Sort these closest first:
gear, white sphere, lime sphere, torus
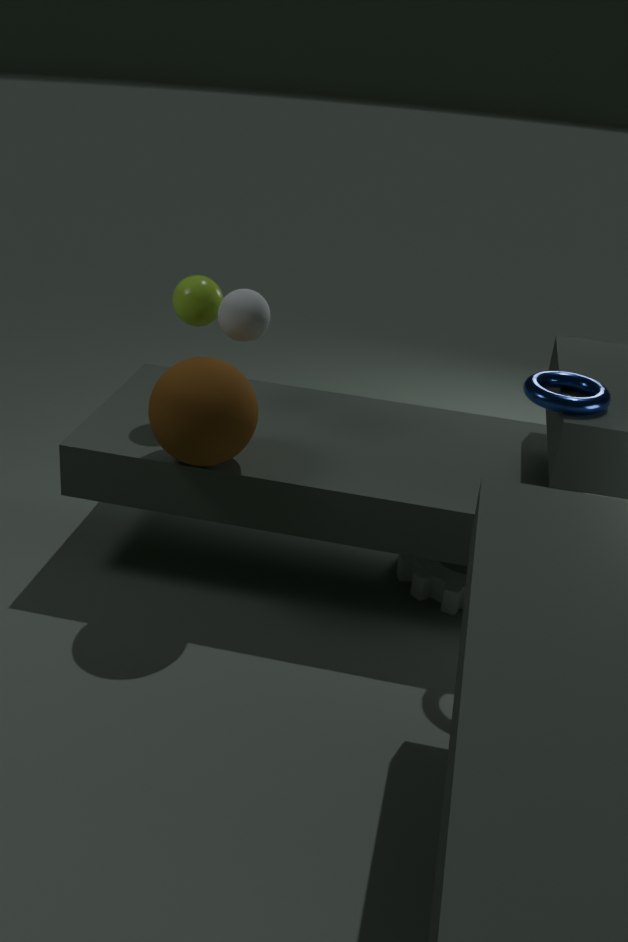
1. torus
2. white sphere
3. lime sphere
4. gear
